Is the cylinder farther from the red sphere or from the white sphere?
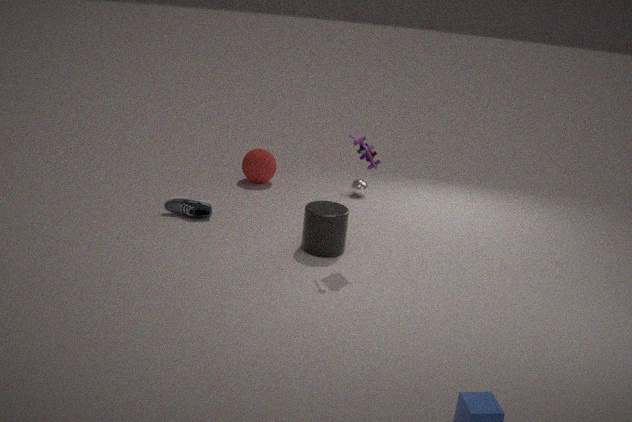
the red sphere
